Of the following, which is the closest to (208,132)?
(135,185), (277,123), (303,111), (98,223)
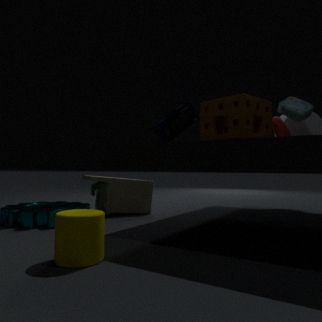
(277,123)
